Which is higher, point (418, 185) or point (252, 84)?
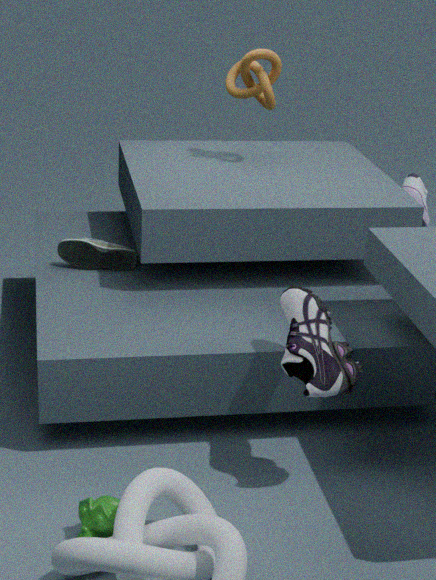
point (252, 84)
